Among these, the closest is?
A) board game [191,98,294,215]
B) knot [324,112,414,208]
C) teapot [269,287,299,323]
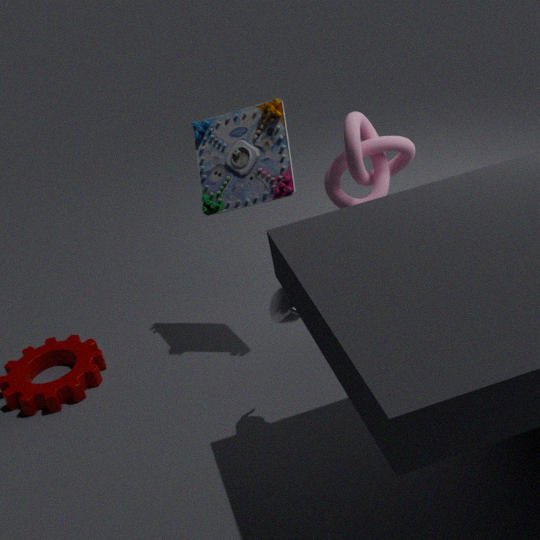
teapot [269,287,299,323]
